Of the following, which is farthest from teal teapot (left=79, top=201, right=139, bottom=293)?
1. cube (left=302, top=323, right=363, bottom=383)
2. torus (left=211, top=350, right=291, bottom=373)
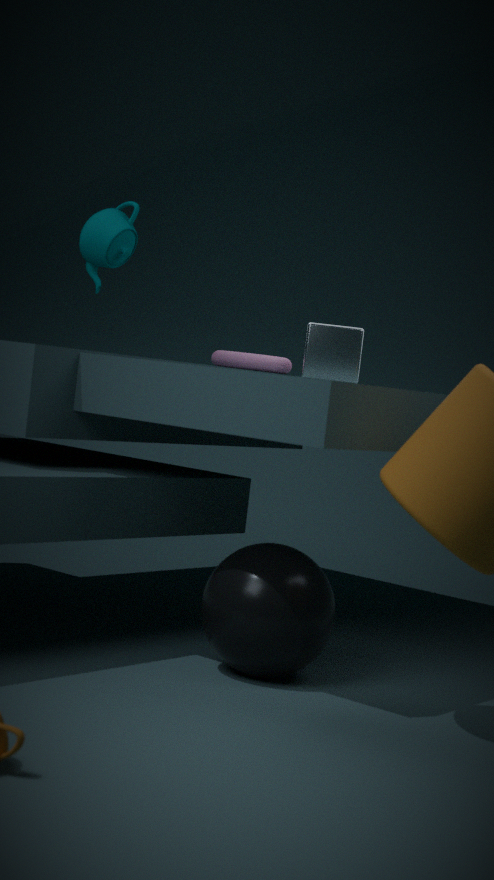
cube (left=302, top=323, right=363, bottom=383)
